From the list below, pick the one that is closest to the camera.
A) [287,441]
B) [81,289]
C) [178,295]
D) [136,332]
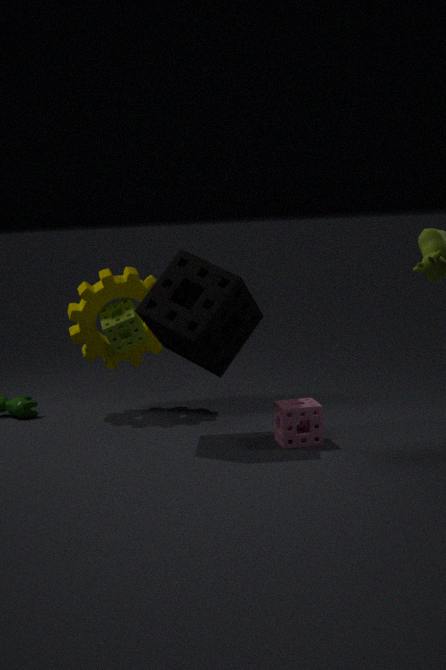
[287,441]
